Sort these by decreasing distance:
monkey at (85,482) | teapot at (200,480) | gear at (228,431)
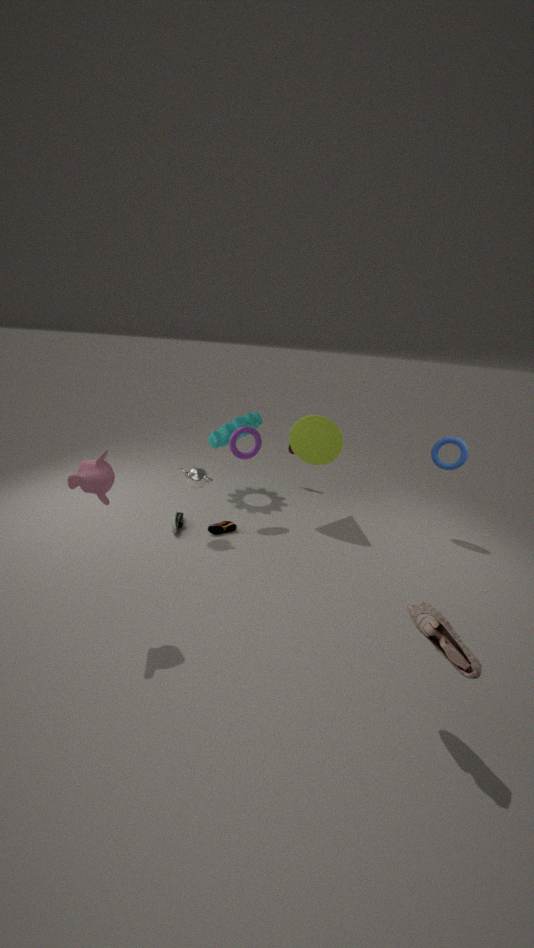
gear at (228,431)
teapot at (200,480)
monkey at (85,482)
